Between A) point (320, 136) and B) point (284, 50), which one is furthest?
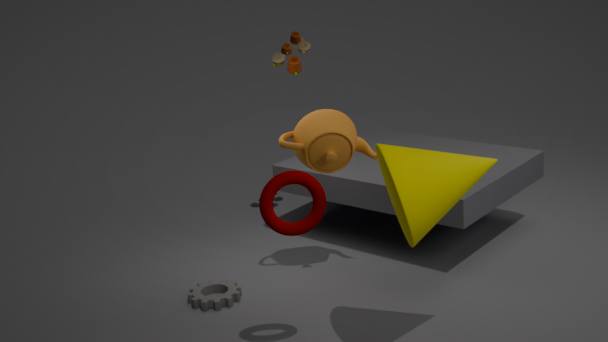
B. point (284, 50)
